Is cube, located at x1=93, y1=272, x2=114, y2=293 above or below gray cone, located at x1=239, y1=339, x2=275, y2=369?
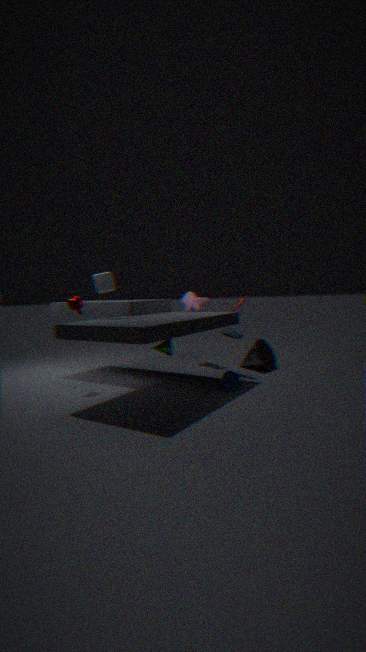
above
